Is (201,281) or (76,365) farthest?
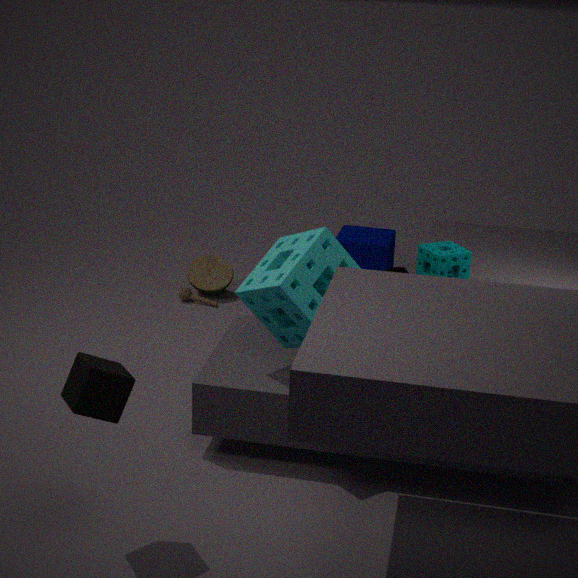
(201,281)
